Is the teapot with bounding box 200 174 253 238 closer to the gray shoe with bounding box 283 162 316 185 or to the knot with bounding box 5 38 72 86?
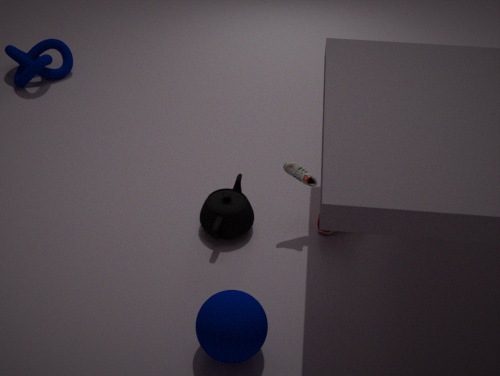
the gray shoe with bounding box 283 162 316 185
